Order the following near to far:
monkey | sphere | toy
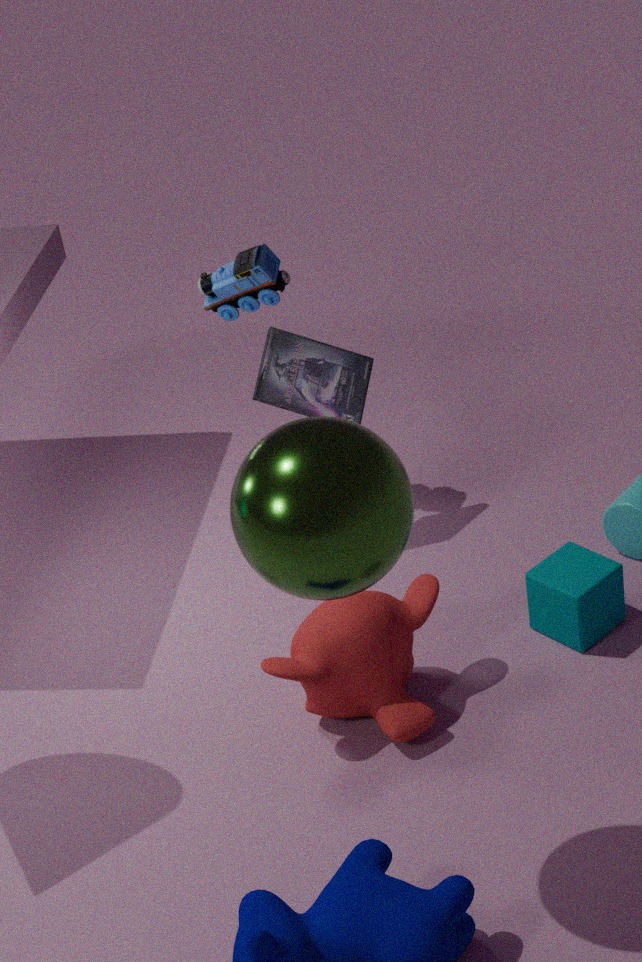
sphere → monkey → toy
